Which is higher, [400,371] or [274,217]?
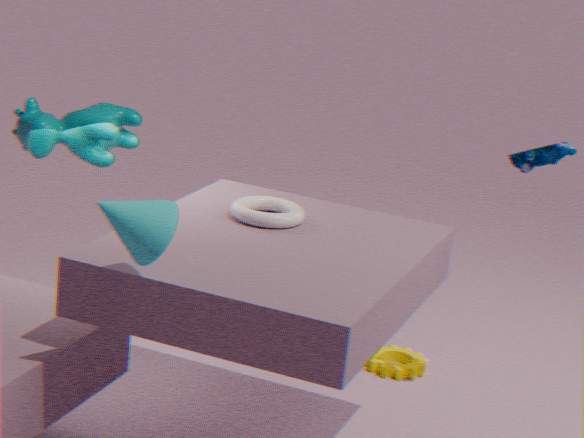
[274,217]
